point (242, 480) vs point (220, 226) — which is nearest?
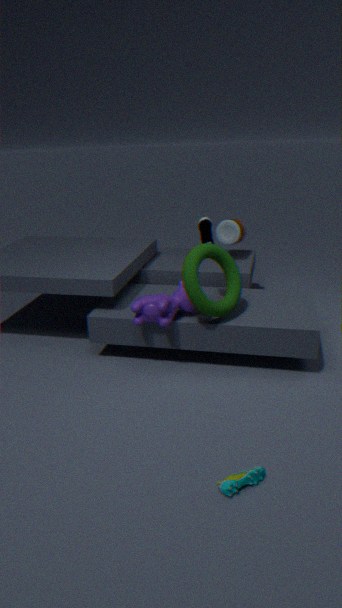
point (242, 480)
